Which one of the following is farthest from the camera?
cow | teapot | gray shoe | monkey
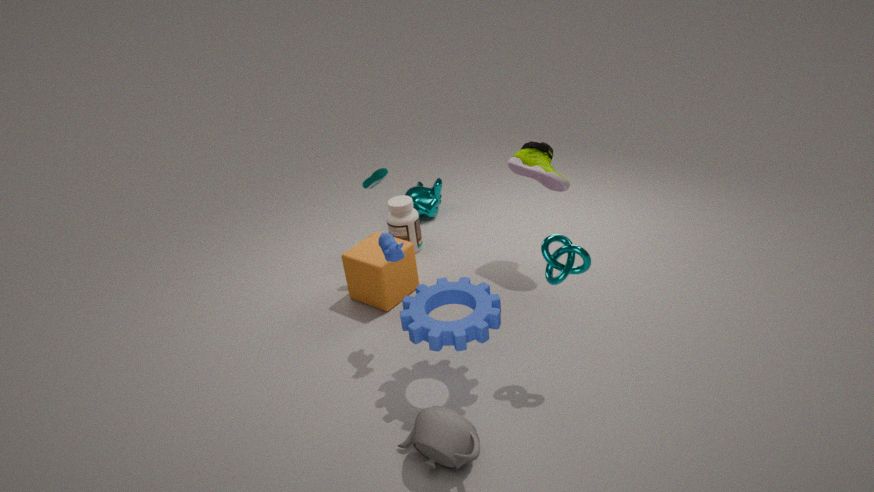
monkey
